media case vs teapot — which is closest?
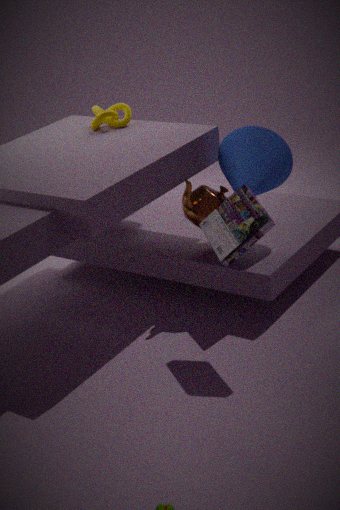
media case
